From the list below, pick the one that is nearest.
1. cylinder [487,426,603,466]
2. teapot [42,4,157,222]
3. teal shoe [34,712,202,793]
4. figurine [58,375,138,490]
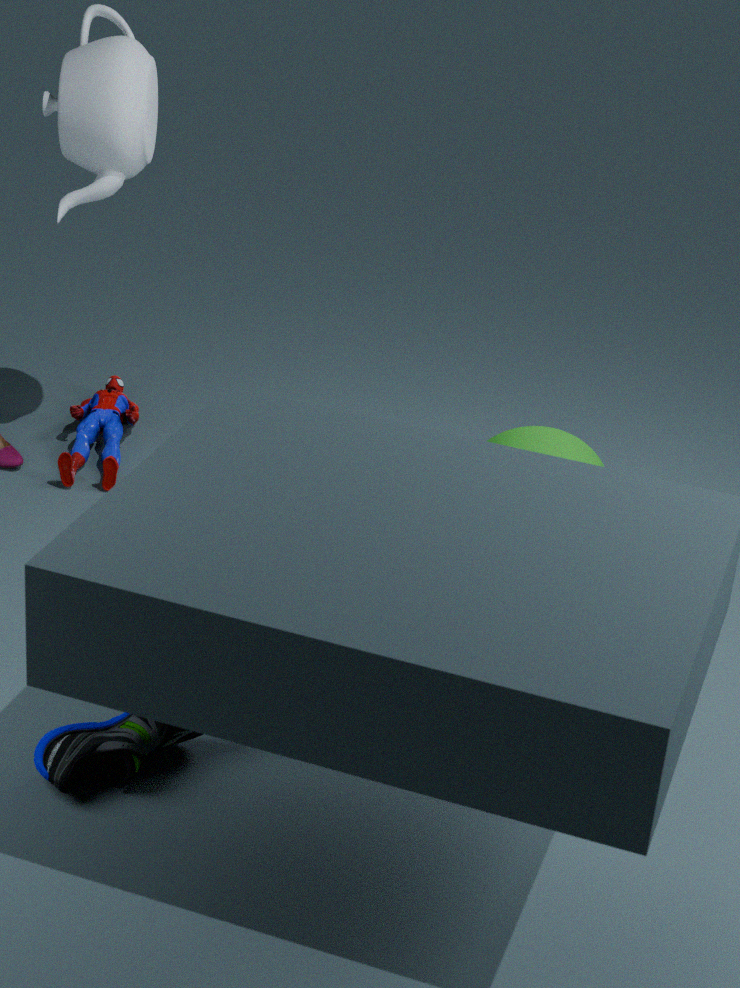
teal shoe [34,712,202,793]
